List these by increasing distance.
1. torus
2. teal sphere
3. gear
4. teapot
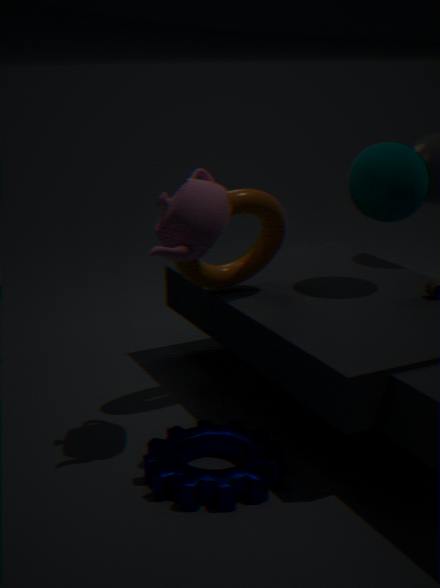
gear, teapot, torus, teal sphere
